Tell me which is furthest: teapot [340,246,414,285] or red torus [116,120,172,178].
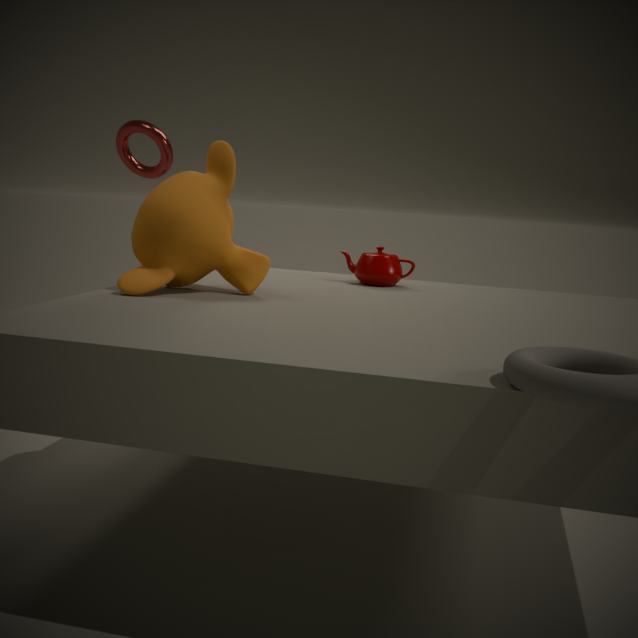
red torus [116,120,172,178]
